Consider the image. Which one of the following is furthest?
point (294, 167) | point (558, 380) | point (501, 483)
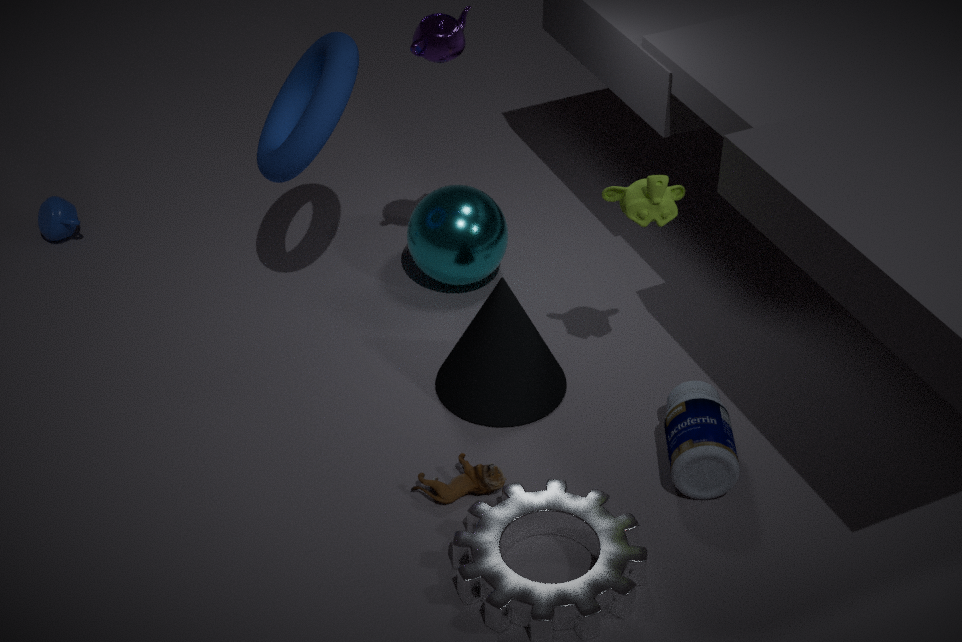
point (558, 380)
